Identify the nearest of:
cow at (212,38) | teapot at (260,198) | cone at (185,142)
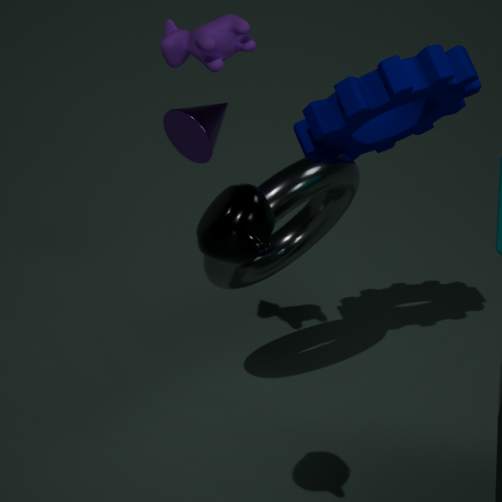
teapot at (260,198)
